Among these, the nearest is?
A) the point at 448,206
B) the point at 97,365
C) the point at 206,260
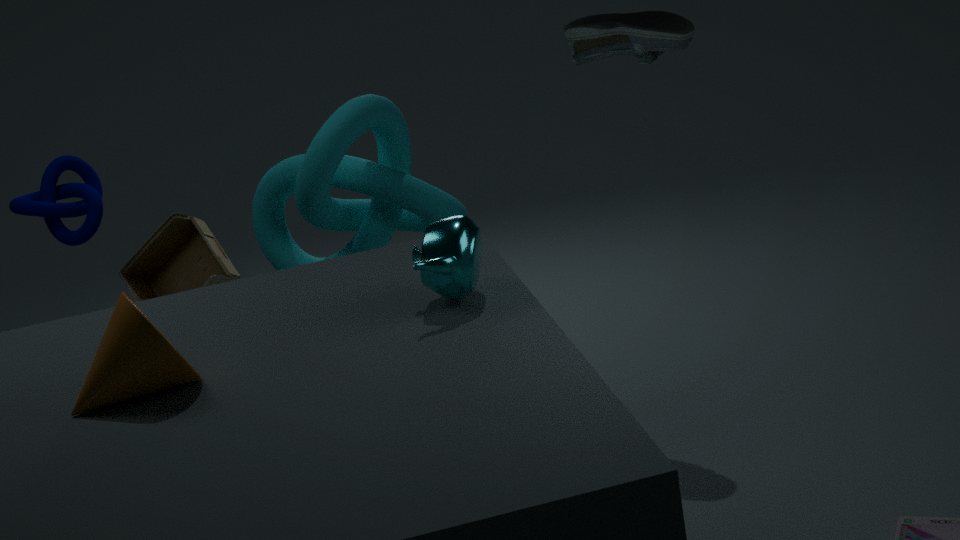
the point at 97,365
